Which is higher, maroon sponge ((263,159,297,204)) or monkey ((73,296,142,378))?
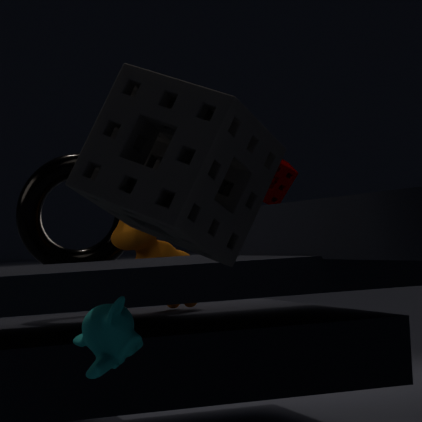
maroon sponge ((263,159,297,204))
